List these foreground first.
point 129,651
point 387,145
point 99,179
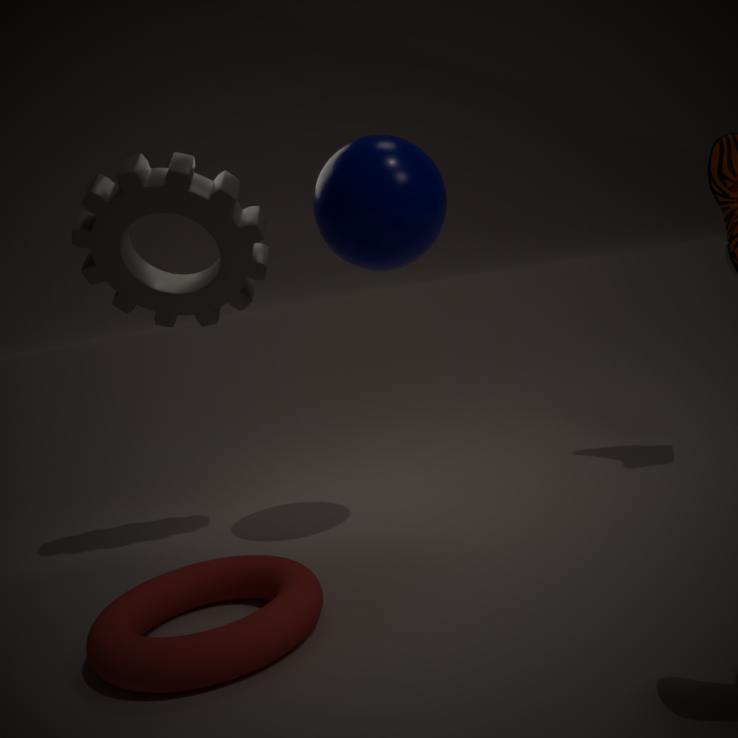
point 129,651 → point 387,145 → point 99,179
